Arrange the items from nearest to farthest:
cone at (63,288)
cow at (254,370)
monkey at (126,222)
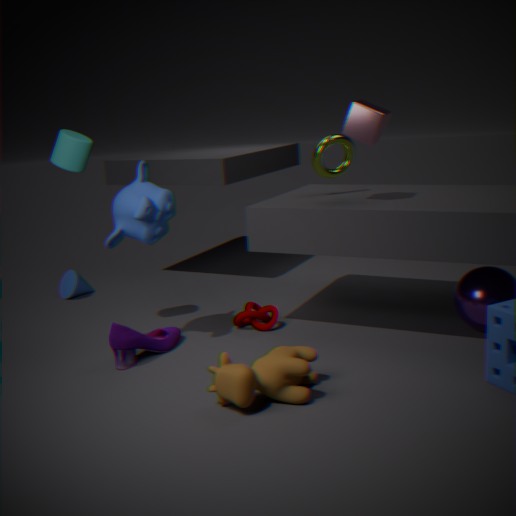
cow at (254,370)
monkey at (126,222)
cone at (63,288)
